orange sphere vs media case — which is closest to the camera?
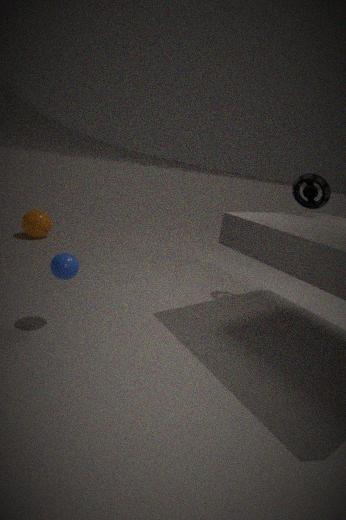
media case
